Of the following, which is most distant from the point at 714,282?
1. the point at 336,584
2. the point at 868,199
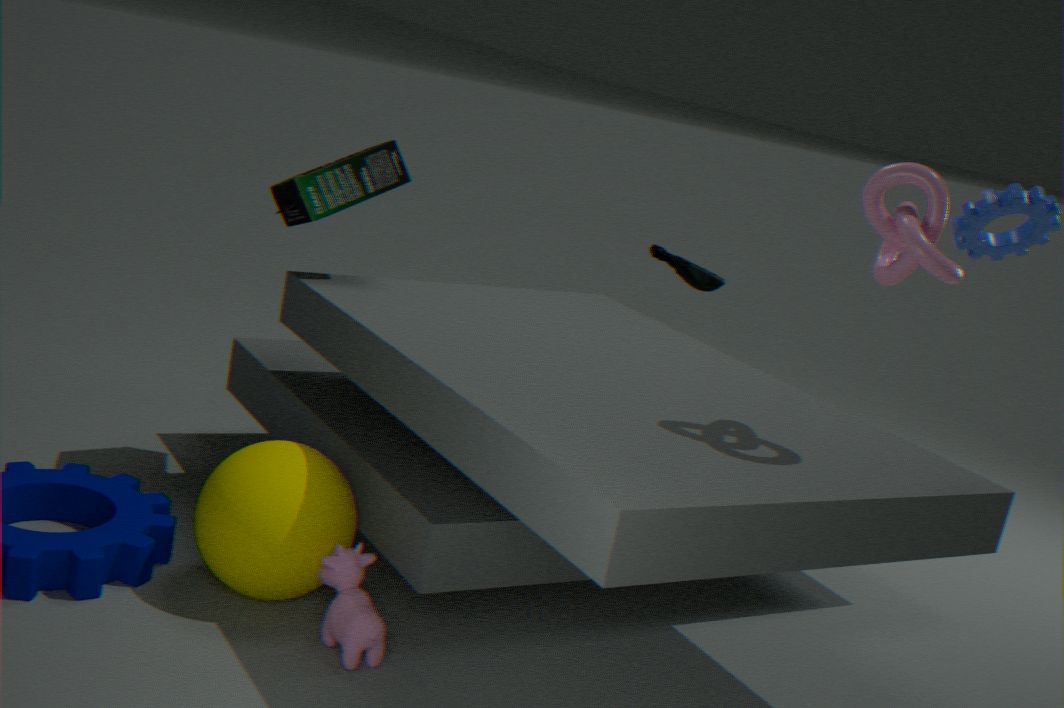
the point at 336,584
